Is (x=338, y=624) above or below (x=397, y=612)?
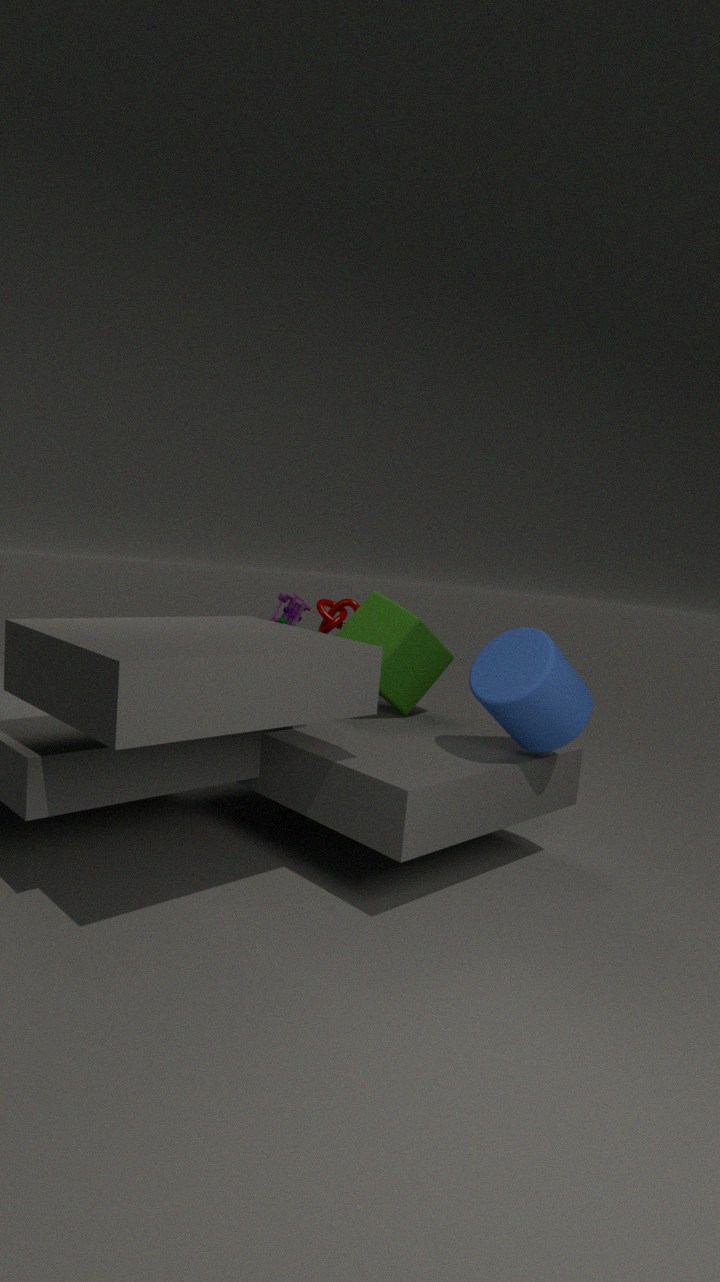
above
